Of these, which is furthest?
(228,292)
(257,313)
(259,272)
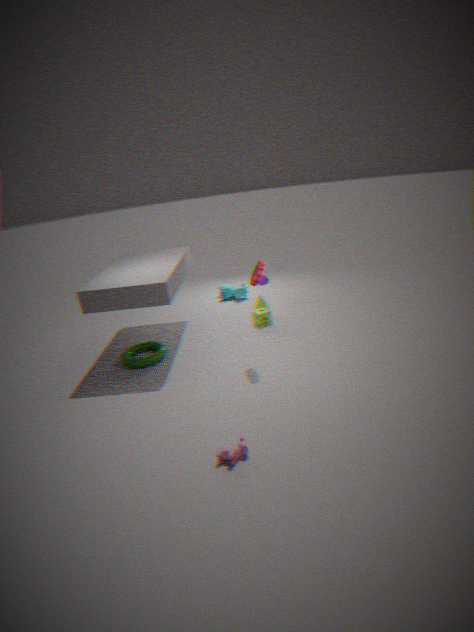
(228,292)
